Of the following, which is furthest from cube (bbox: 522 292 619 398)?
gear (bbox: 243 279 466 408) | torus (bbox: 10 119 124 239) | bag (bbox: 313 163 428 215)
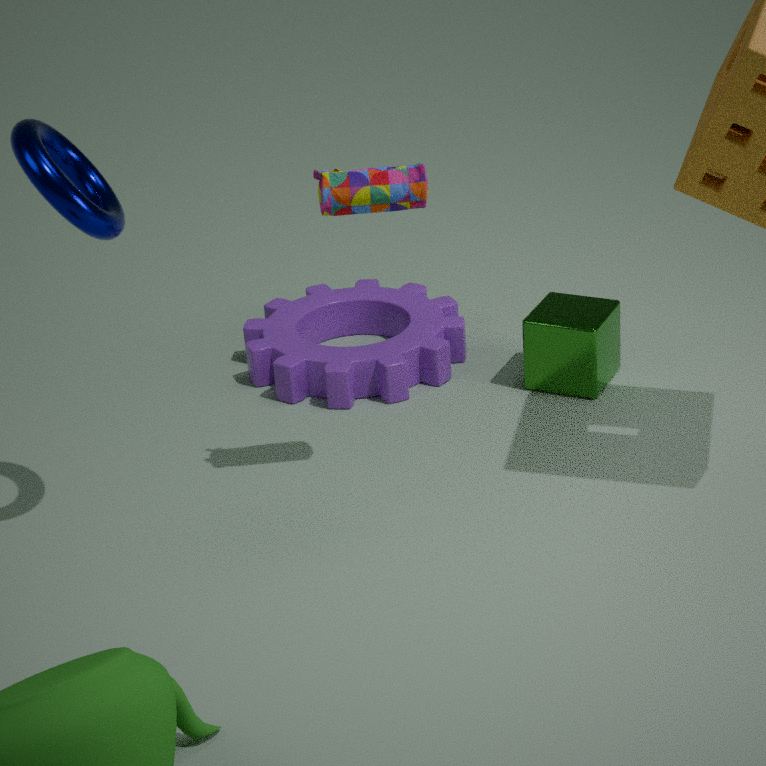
torus (bbox: 10 119 124 239)
